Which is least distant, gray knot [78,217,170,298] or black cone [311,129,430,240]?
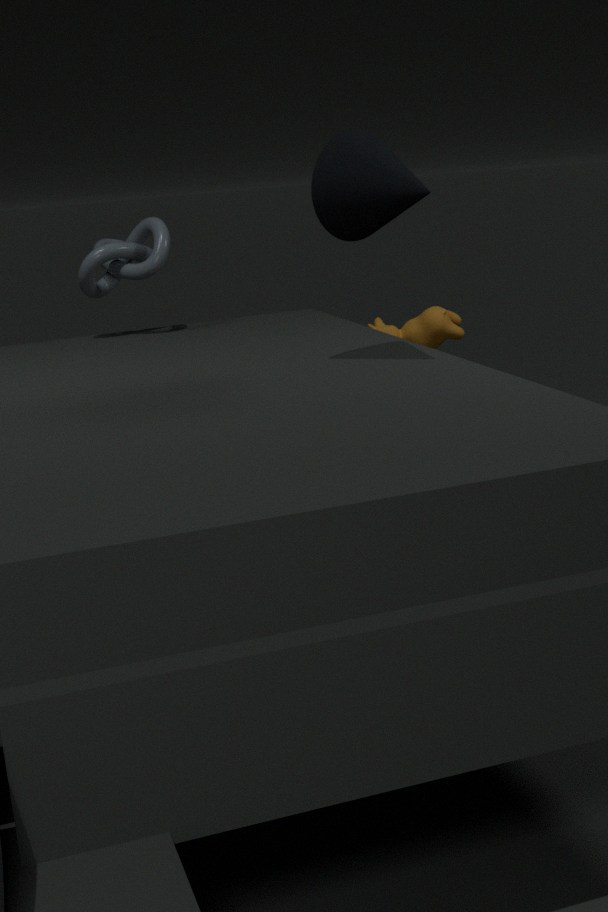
black cone [311,129,430,240]
